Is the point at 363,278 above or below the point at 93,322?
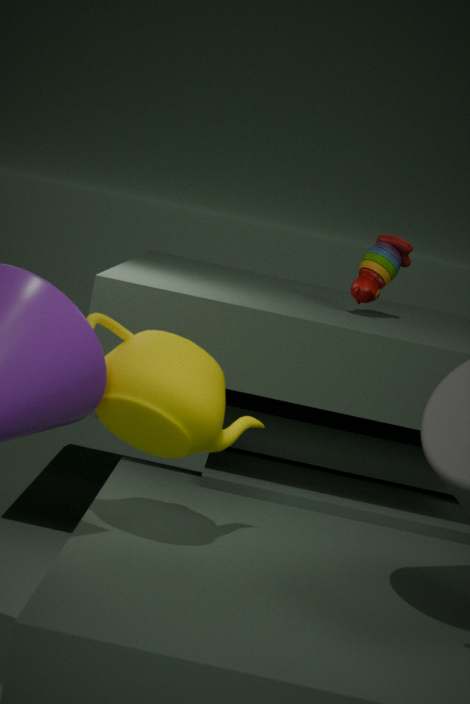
above
